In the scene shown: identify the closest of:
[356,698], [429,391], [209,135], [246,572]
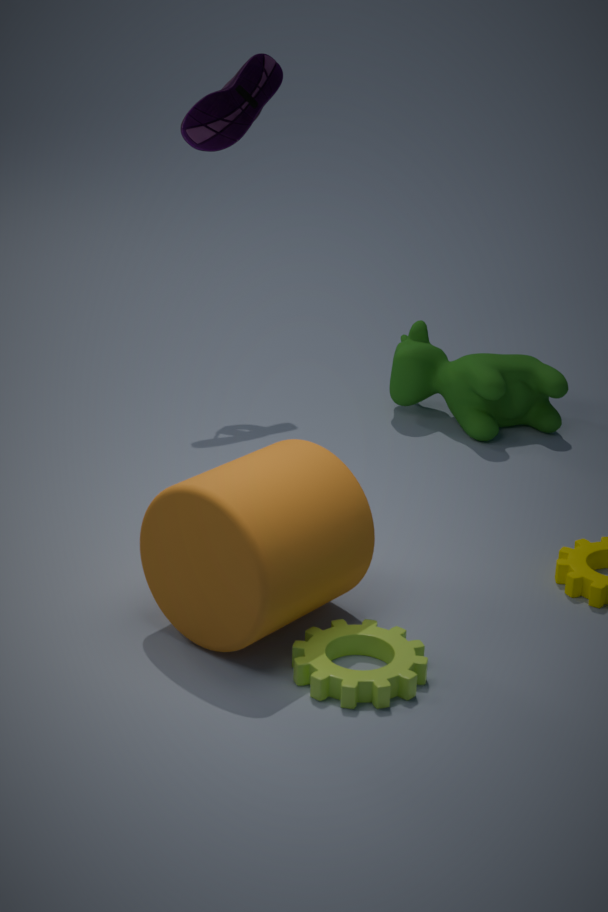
[356,698]
